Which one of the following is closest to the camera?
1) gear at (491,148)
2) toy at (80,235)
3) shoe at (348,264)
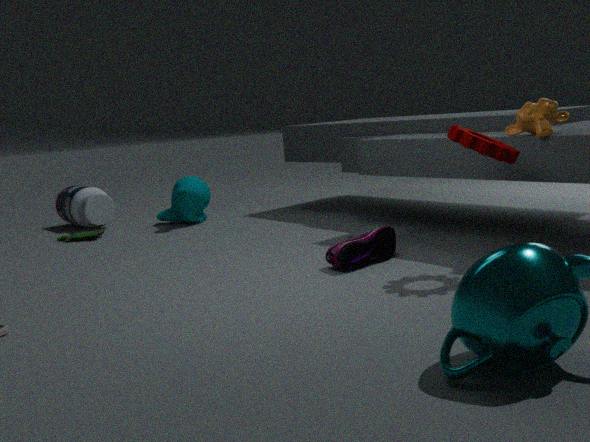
1. gear at (491,148)
